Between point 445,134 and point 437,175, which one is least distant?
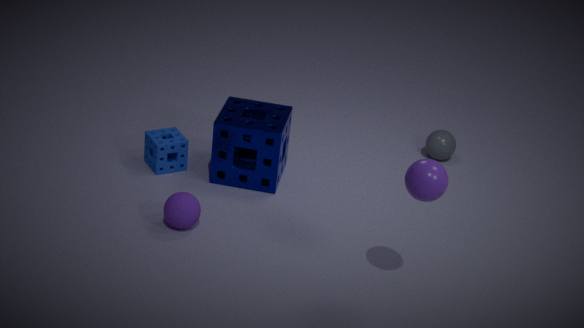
point 437,175
